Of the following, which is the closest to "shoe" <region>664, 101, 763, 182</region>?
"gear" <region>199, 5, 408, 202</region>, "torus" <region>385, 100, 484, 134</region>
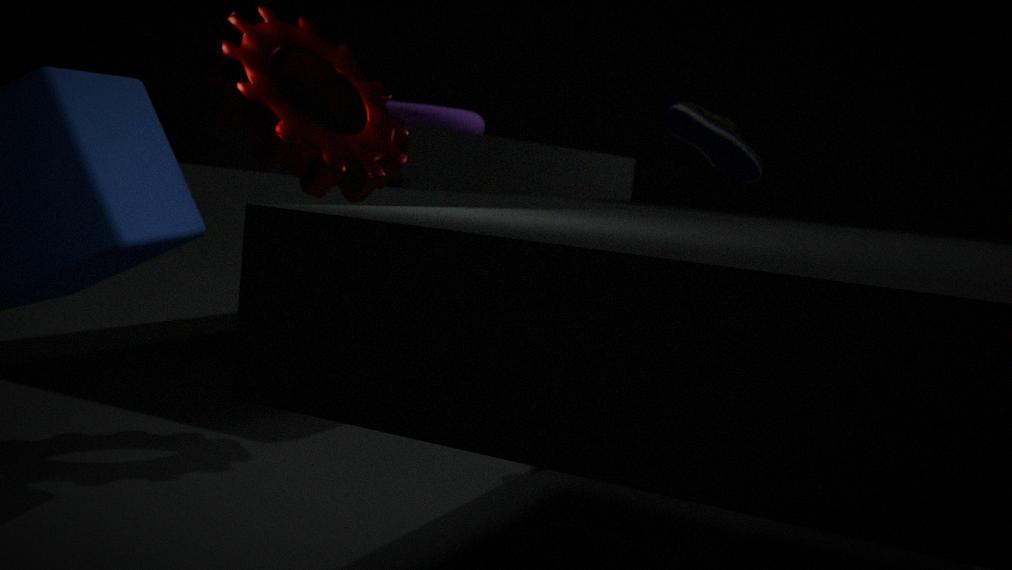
"gear" <region>199, 5, 408, 202</region>
